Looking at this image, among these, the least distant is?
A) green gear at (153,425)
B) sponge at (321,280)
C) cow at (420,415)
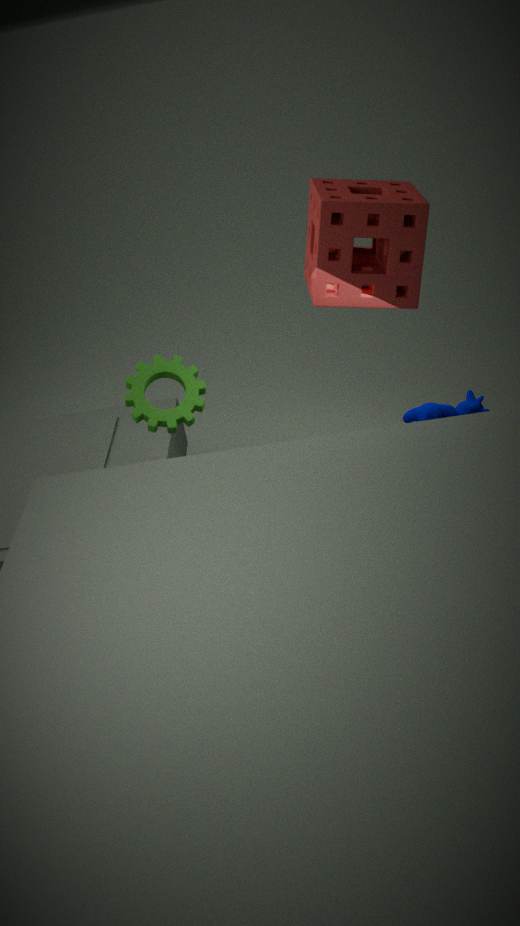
cow at (420,415)
